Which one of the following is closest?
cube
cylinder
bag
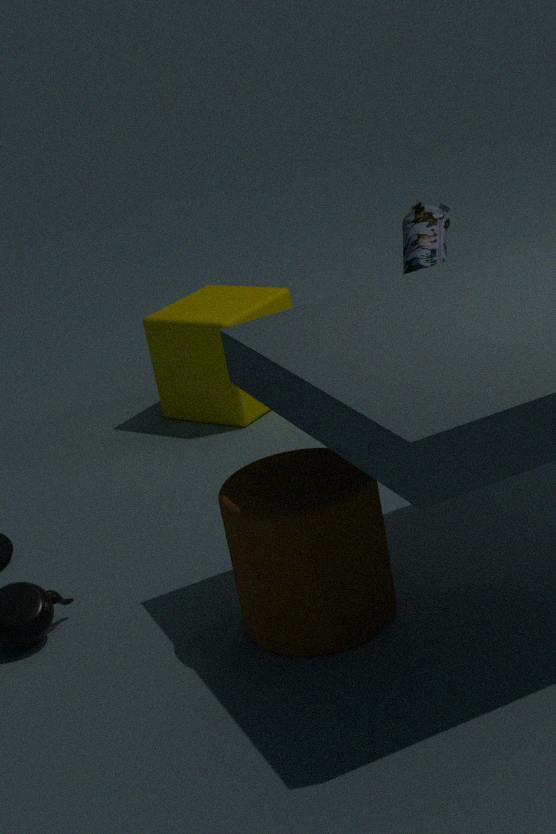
cylinder
